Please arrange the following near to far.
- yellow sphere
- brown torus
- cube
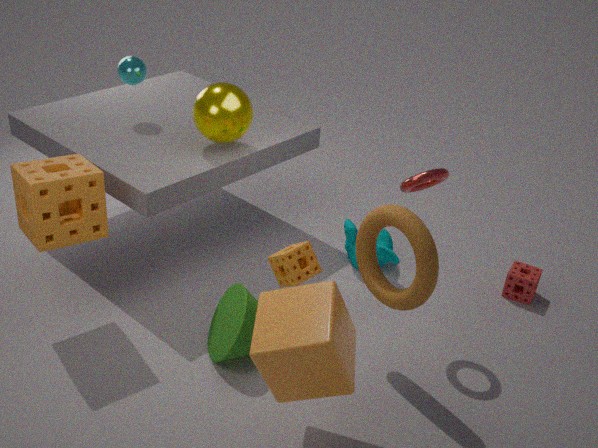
1. cube
2. brown torus
3. yellow sphere
